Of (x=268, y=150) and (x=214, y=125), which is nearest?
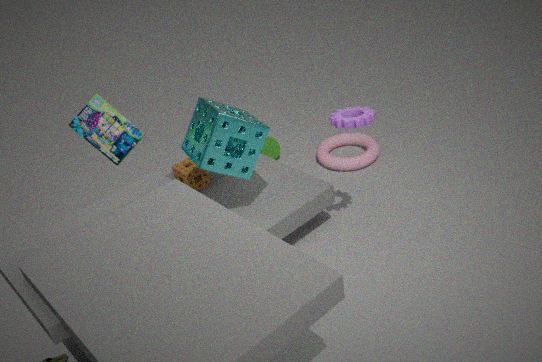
(x=214, y=125)
